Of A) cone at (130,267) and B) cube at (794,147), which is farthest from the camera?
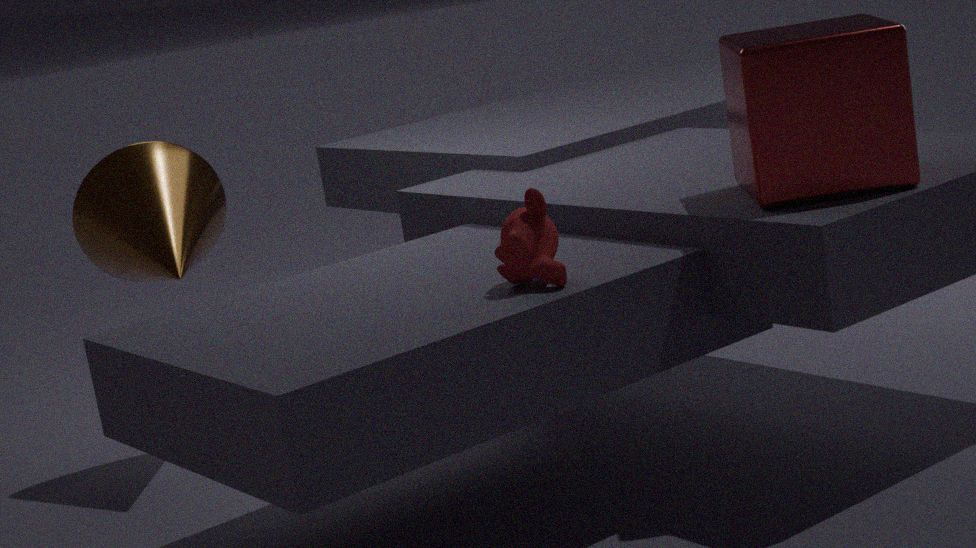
A. cone at (130,267)
